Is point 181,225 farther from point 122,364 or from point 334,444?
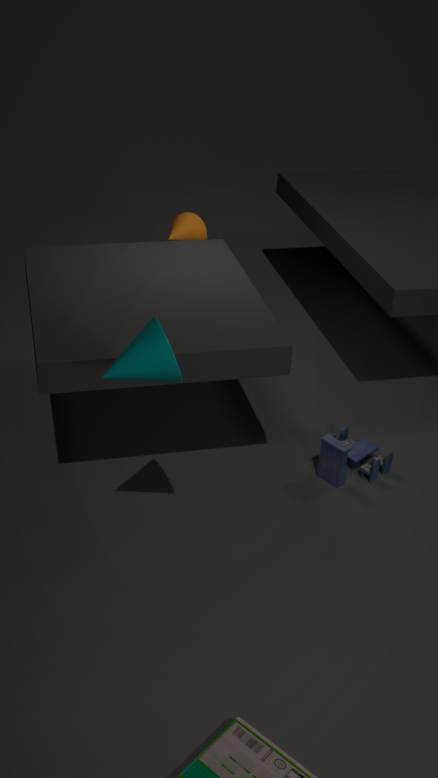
point 122,364
